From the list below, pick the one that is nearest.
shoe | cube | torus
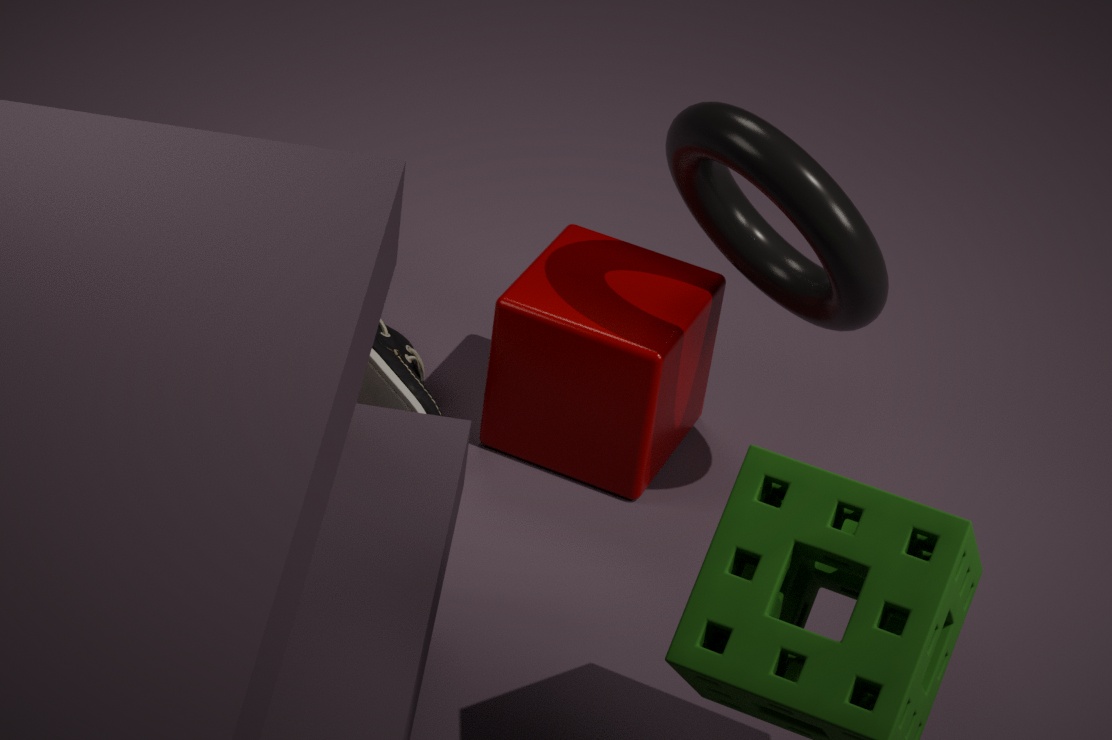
torus
